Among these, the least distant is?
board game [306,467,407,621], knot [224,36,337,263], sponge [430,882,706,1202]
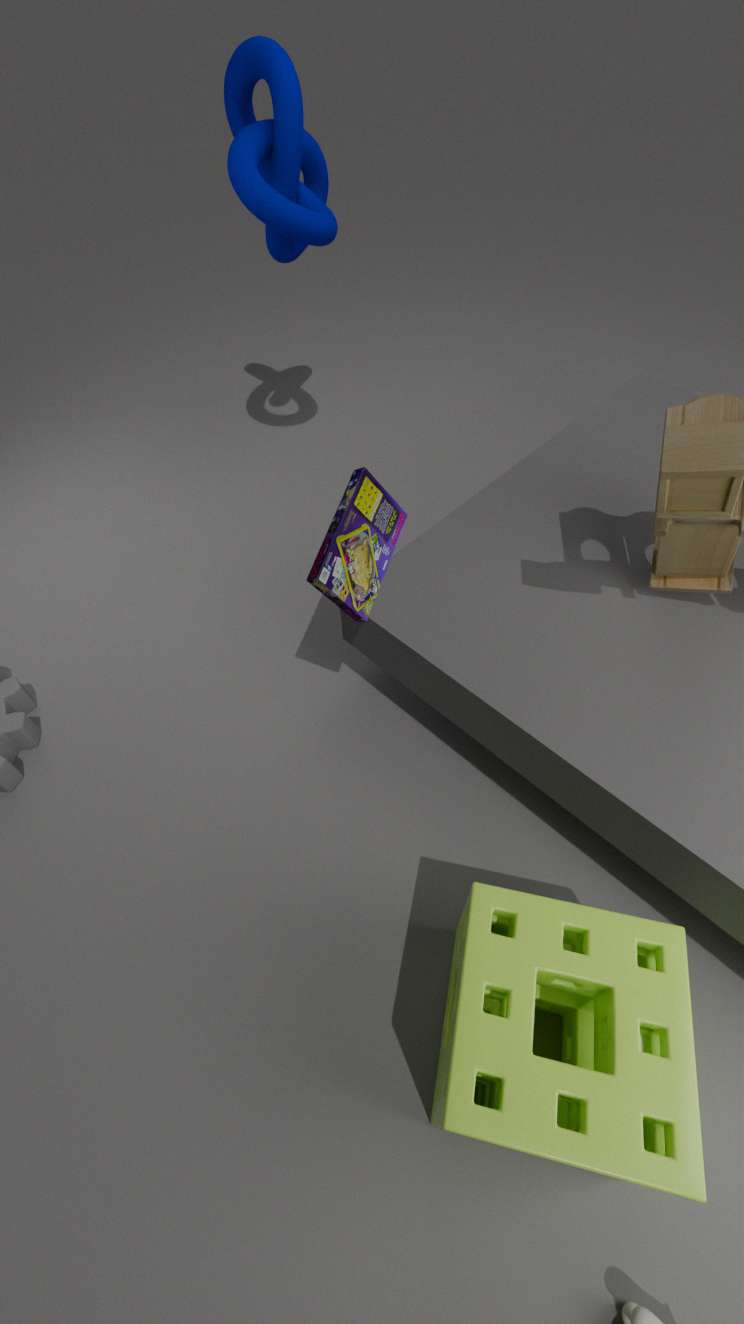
sponge [430,882,706,1202]
